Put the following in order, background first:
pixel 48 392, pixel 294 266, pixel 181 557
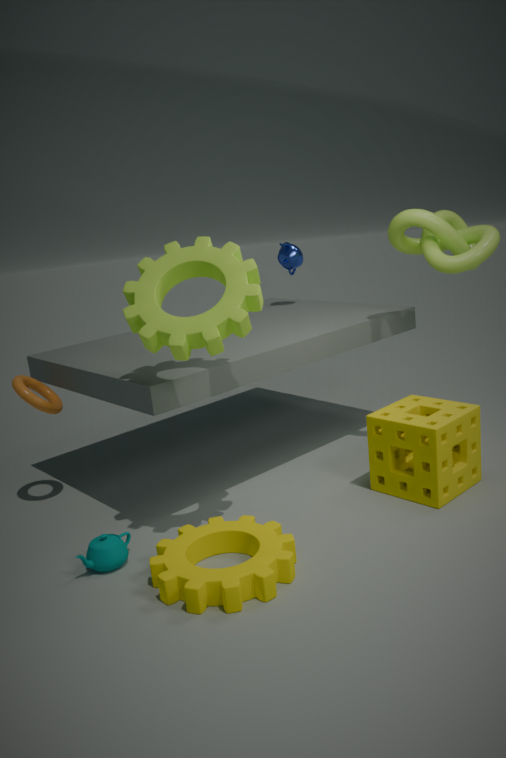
pixel 294 266
pixel 48 392
pixel 181 557
